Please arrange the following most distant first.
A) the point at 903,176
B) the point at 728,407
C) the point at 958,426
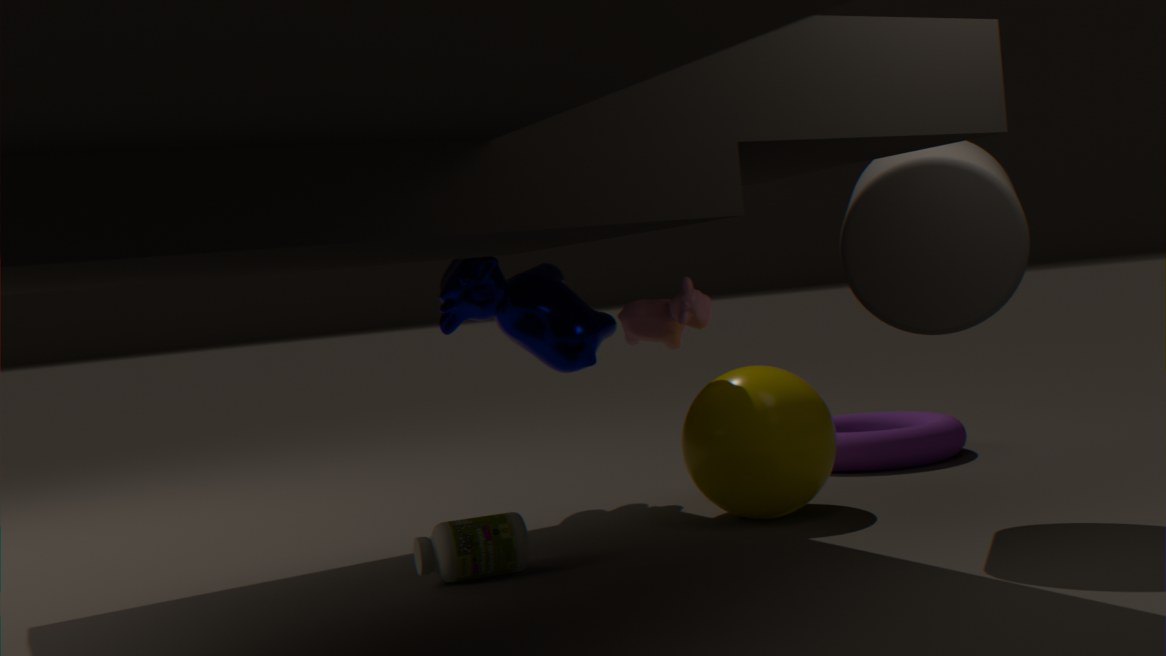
1. the point at 958,426
2. the point at 728,407
3. the point at 903,176
